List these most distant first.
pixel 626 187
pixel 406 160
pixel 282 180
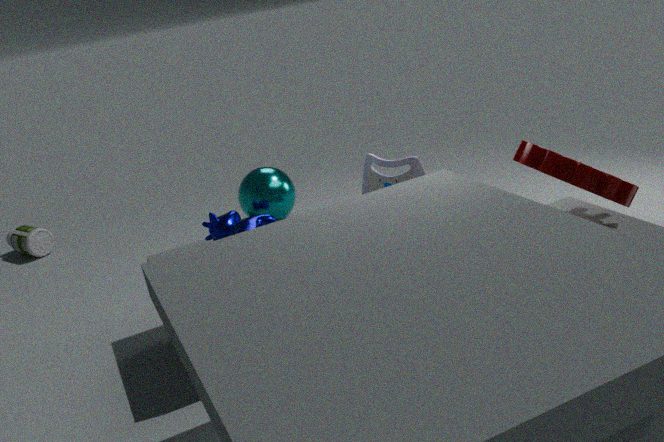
pixel 282 180
pixel 406 160
pixel 626 187
